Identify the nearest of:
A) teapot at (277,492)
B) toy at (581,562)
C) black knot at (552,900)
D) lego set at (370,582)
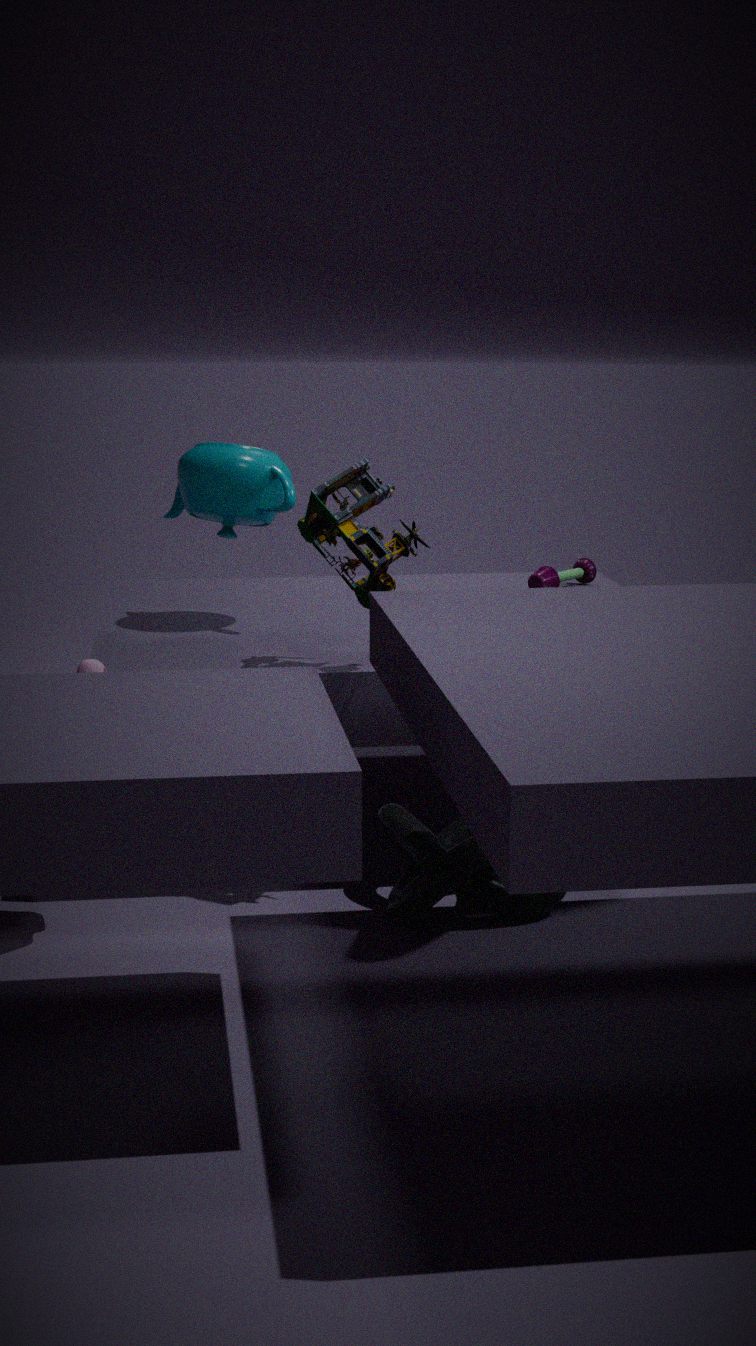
black knot at (552,900)
